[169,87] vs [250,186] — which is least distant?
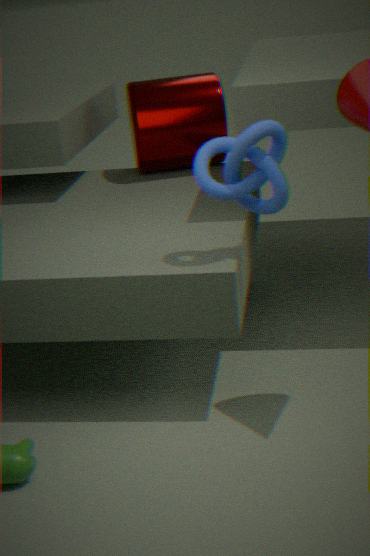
[250,186]
